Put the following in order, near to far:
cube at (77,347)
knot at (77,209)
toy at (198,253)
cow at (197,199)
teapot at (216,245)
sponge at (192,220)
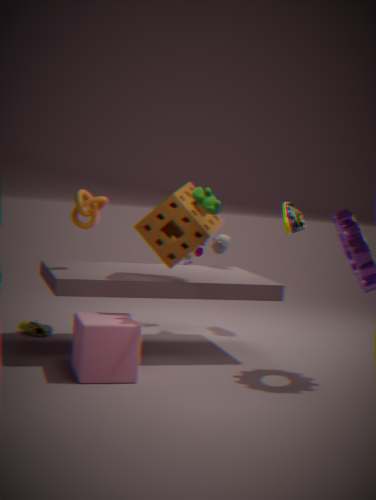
1. cube at (77,347)
2. cow at (197,199)
3. sponge at (192,220)
4. knot at (77,209)
5. teapot at (216,245)
6. toy at (198,253)
